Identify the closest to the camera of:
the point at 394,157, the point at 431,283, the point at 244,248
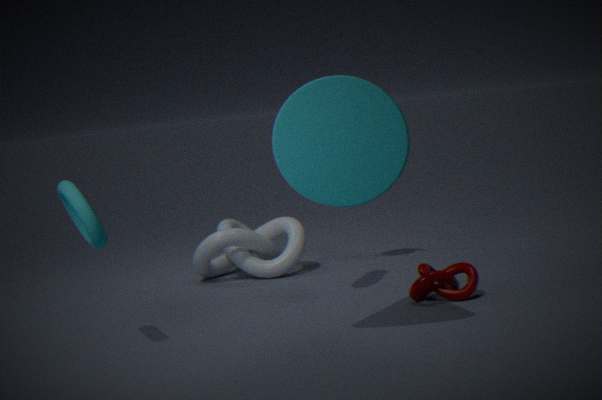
the point at 394,157
